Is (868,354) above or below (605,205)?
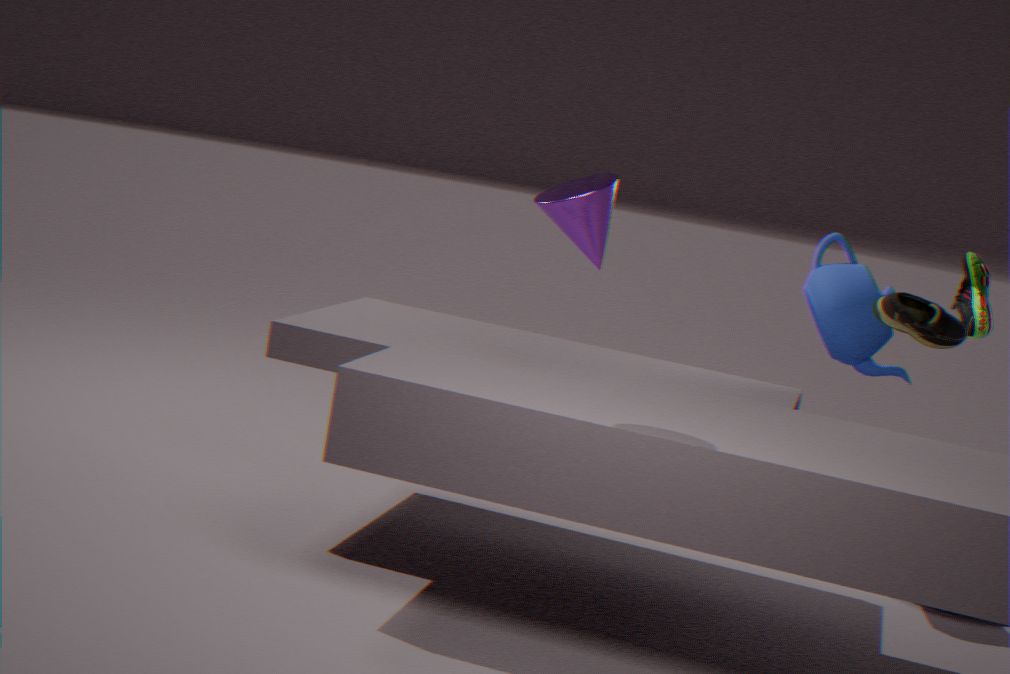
below
